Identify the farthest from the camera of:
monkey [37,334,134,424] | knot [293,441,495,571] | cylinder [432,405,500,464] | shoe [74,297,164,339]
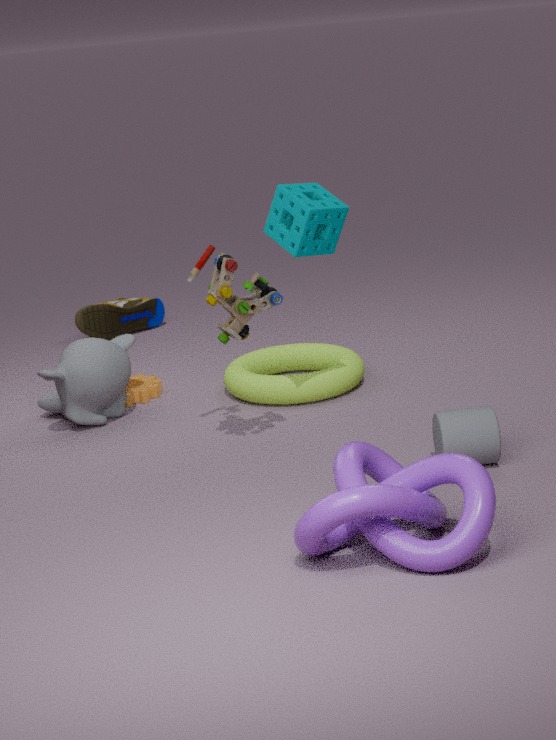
shoe [74,297,164,339]
